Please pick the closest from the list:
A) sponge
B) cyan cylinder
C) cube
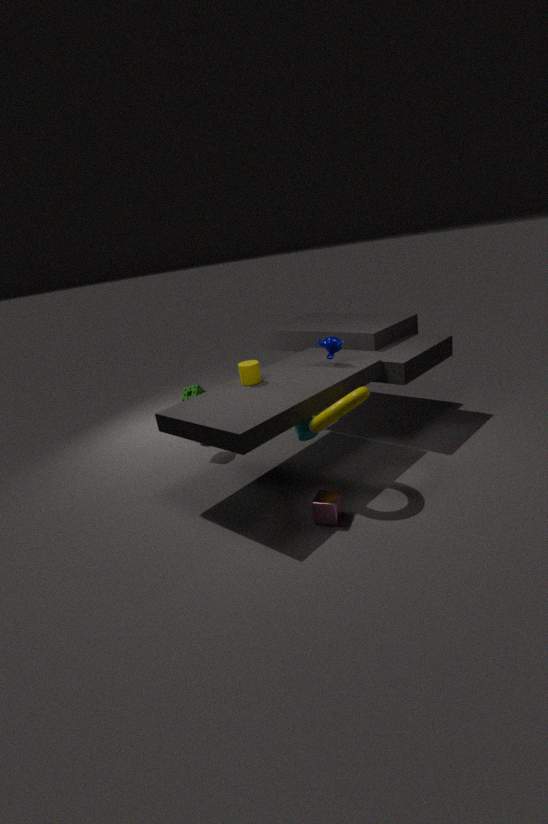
cube
